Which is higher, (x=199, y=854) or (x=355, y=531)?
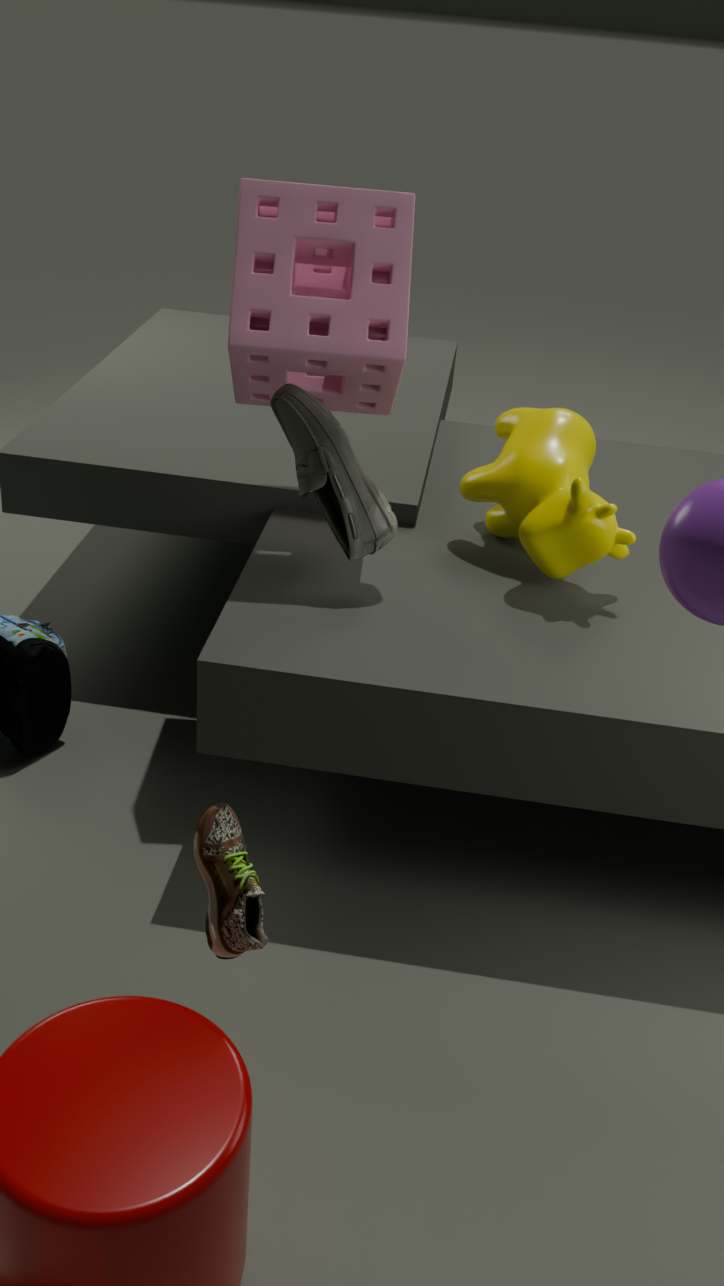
(x=355, y=531)
